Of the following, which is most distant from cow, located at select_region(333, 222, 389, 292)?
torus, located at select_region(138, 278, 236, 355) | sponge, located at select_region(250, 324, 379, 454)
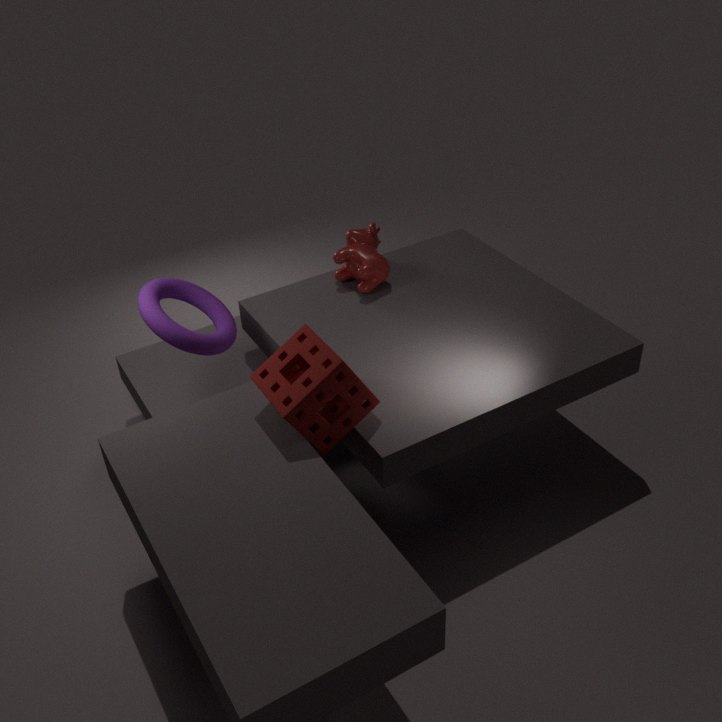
sponge, located at select_region(250, 324, 379, 454)
